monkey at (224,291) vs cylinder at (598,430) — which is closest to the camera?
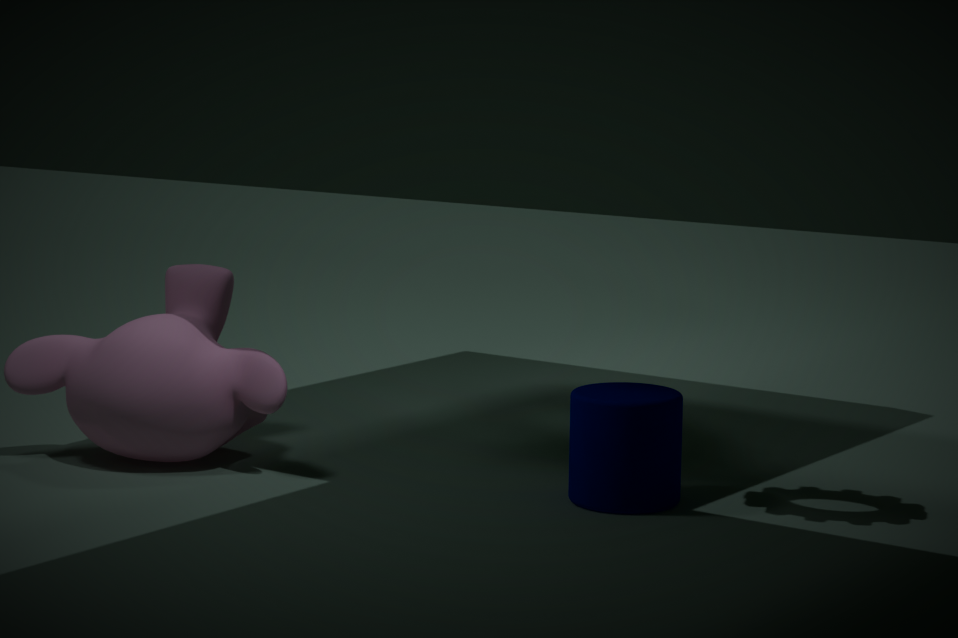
cylinder at (598,430)
